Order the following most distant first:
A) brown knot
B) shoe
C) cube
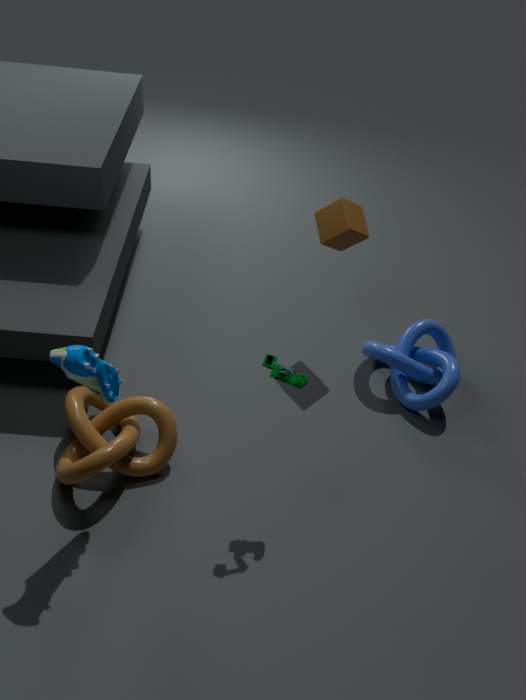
cube, brown knot, shoe
